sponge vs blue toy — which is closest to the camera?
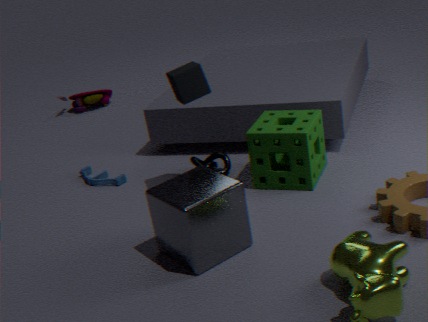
sponge
